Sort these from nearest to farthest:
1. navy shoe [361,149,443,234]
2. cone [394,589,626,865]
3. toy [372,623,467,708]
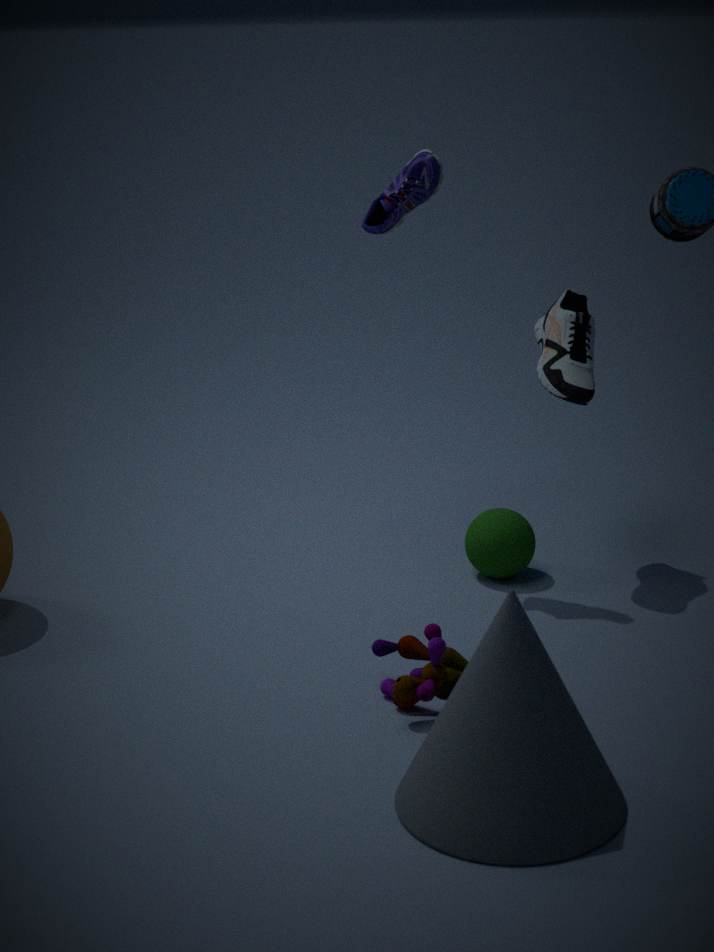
cone [394,589,626,865] → toy [372,623,467,708] → navy shoe [361,149,443,234]
